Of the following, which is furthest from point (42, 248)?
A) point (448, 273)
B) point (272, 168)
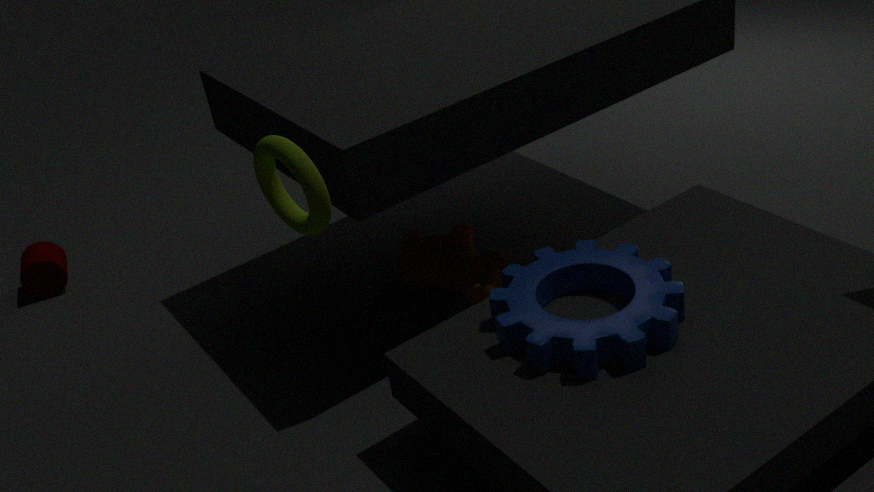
point (272, 168)
